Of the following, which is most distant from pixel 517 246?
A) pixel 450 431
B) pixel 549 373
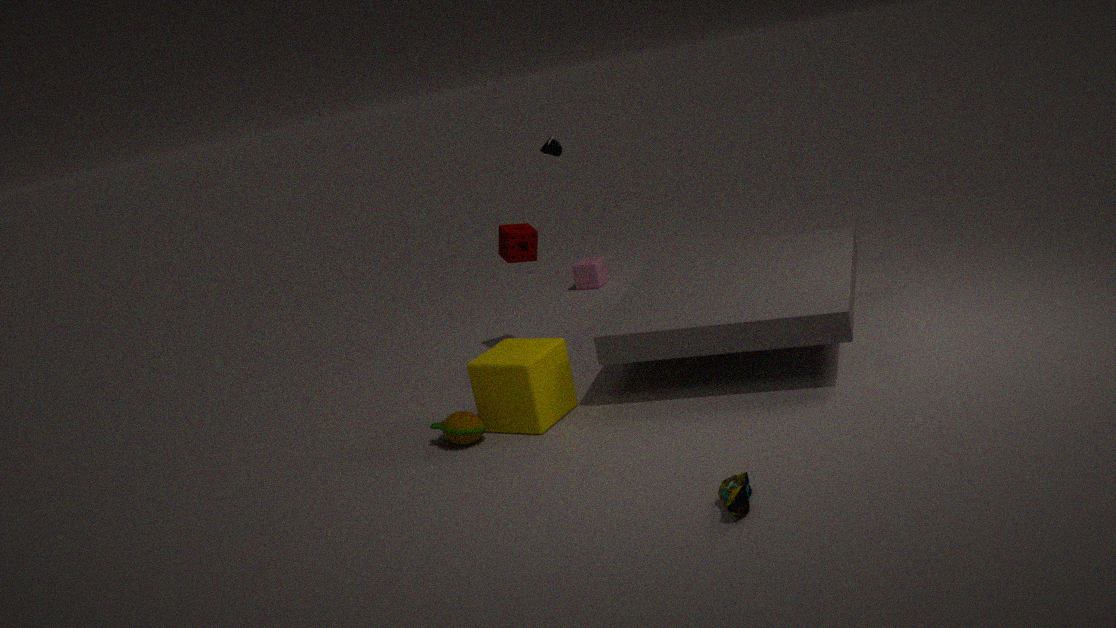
pixel 450 431
